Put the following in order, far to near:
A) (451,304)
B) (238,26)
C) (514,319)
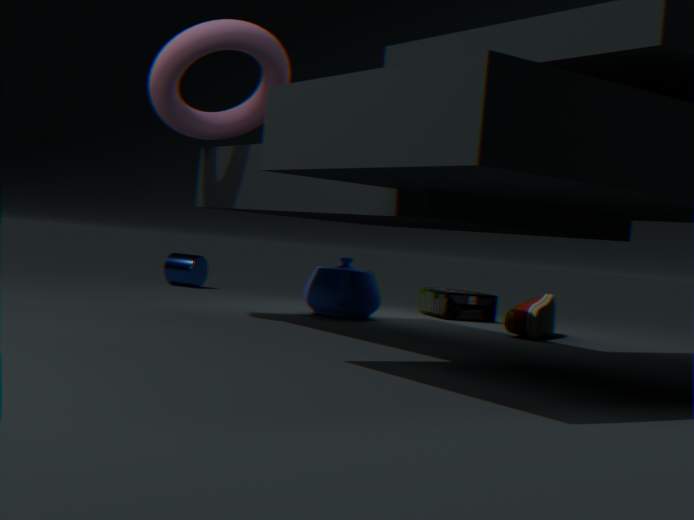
(451,304) → (514,319) → (238,26)
